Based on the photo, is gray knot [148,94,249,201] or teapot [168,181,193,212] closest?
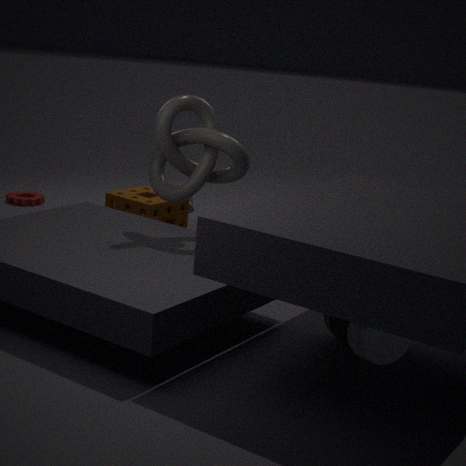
gray knot [148,94,249,201]
